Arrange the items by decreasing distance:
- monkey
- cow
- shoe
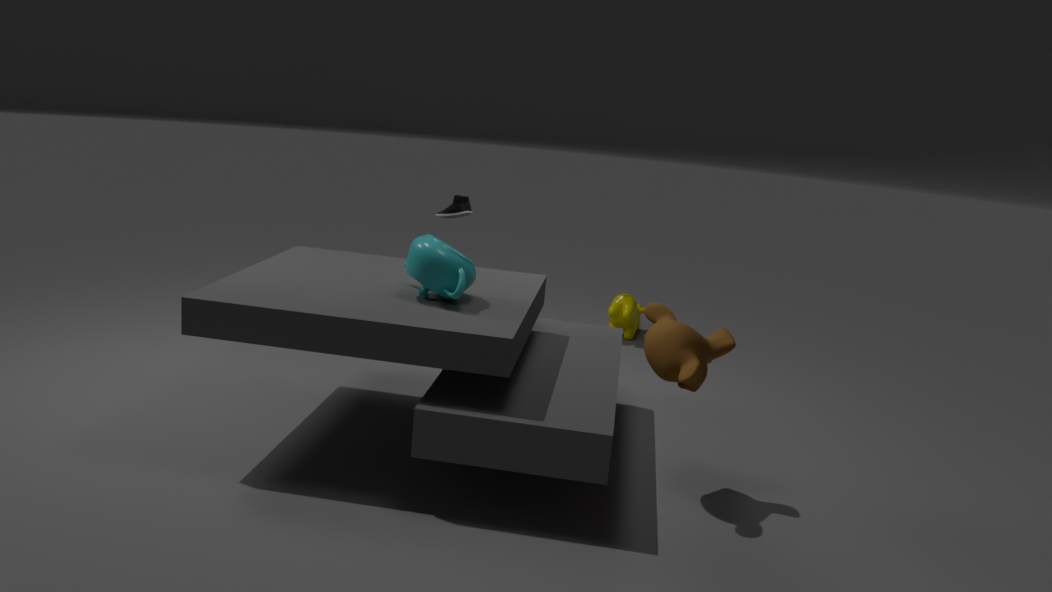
cow, shoe, monkey
